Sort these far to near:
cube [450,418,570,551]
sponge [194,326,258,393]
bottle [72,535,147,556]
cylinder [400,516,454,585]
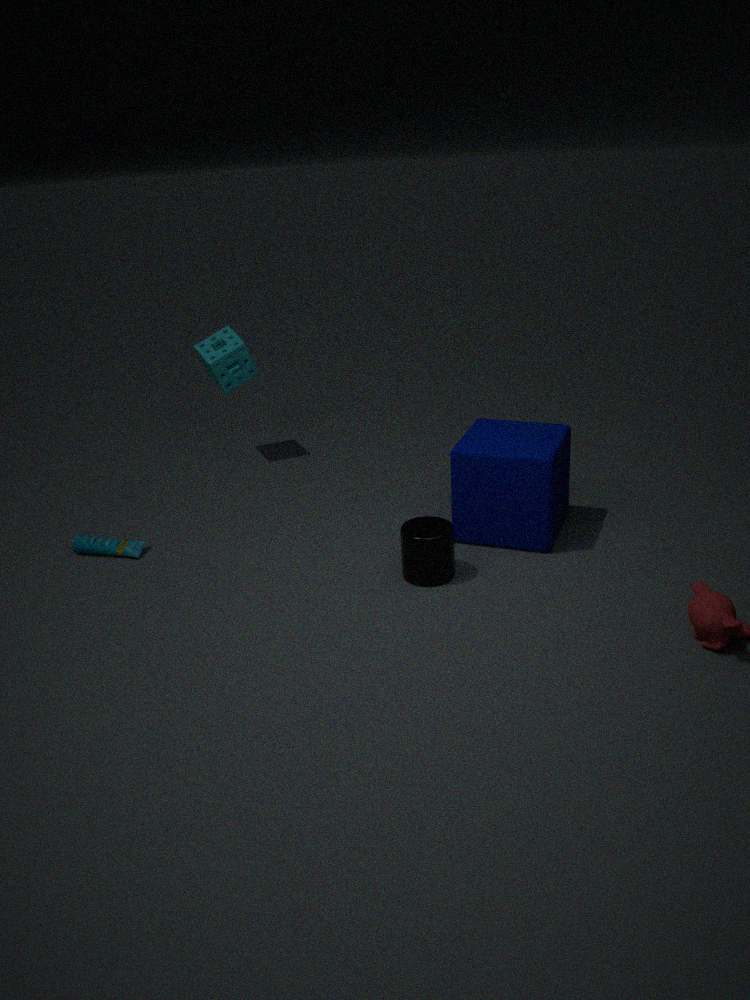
sponge [194,326,258,393] → bottle [72,535,147,556] → cube [450,418,570,551] → cylinder [400,516,454,585]
